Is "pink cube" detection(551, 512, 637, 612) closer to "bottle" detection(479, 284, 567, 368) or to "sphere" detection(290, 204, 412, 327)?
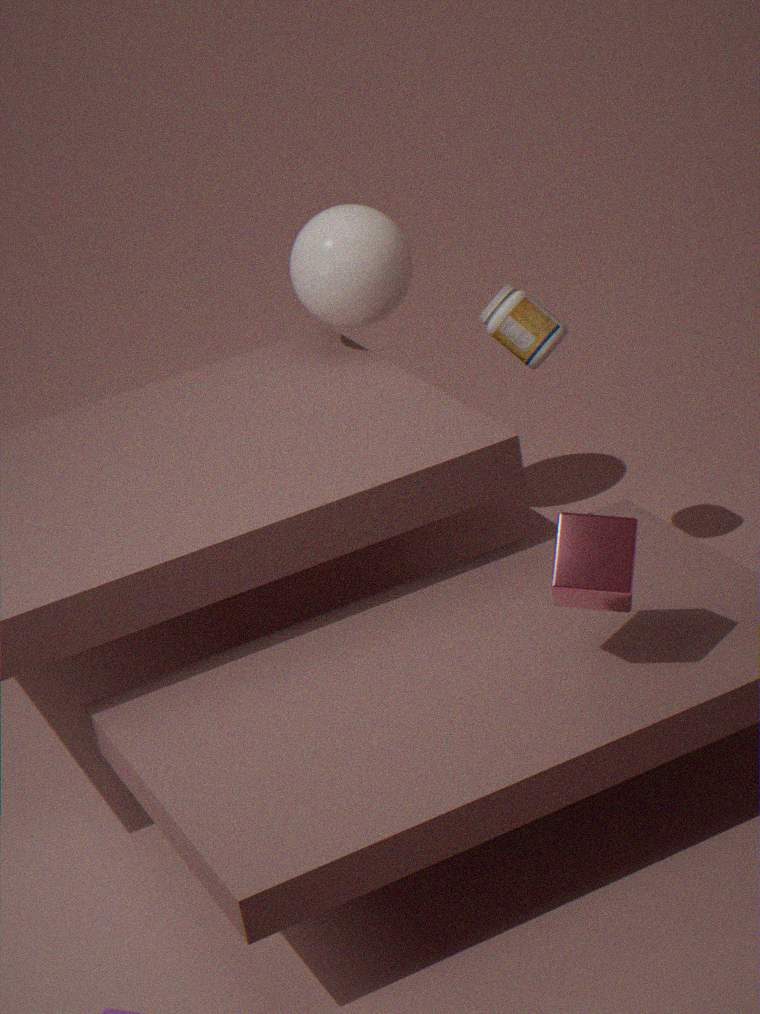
"bottle" detection(479, 284, 567, 368)
